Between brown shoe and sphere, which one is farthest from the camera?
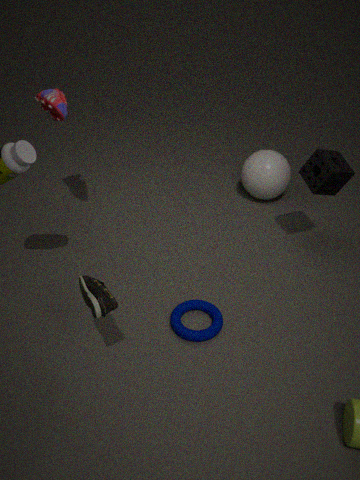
sphere
